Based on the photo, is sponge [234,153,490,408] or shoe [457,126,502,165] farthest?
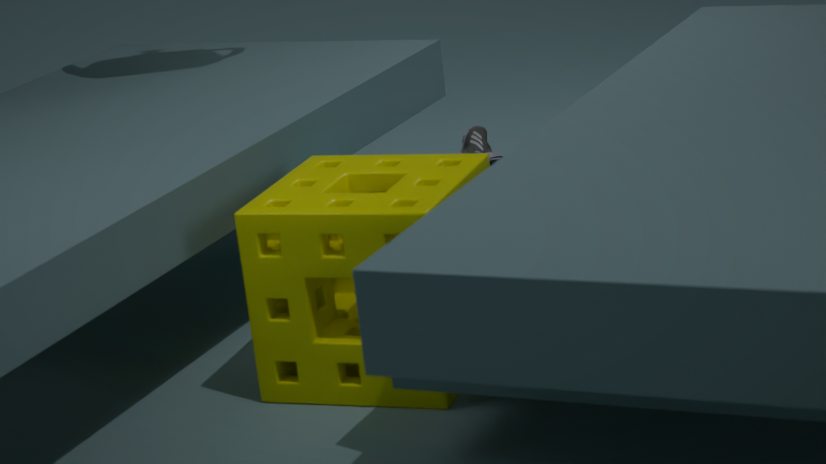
shoe [457,126,502,165]
